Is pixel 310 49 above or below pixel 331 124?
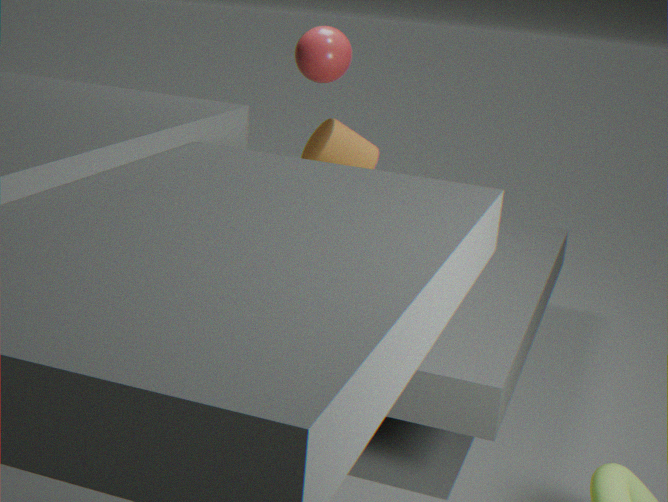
above
